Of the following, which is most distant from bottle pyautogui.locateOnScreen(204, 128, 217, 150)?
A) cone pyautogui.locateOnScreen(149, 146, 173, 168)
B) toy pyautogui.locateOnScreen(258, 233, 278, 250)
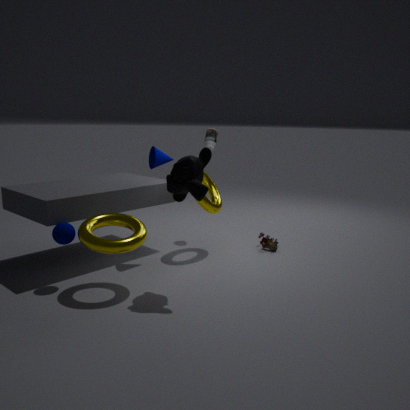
toy pyautogui.locateOnScreen(258, 233, 278, 250)
